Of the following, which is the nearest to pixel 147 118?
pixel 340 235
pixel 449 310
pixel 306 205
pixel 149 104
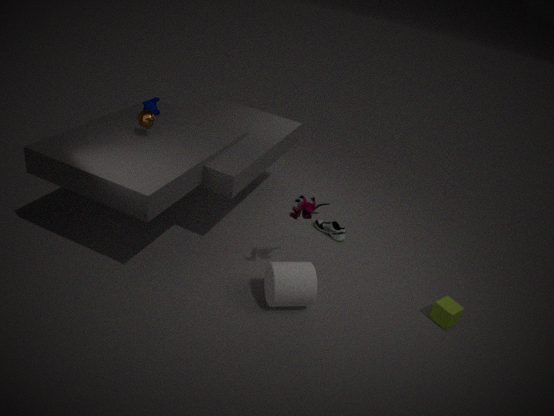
pixel 149 104
